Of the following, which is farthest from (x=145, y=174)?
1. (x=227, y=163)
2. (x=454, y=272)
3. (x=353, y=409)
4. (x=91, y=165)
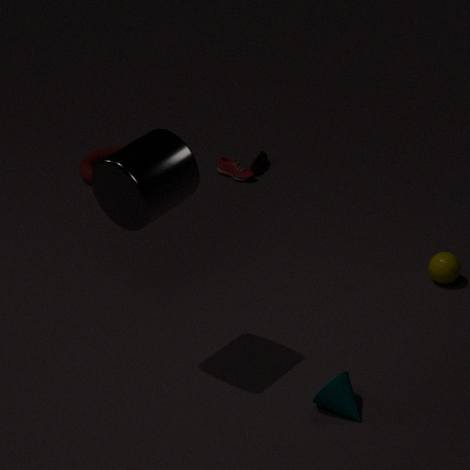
(x=91, y=165)
